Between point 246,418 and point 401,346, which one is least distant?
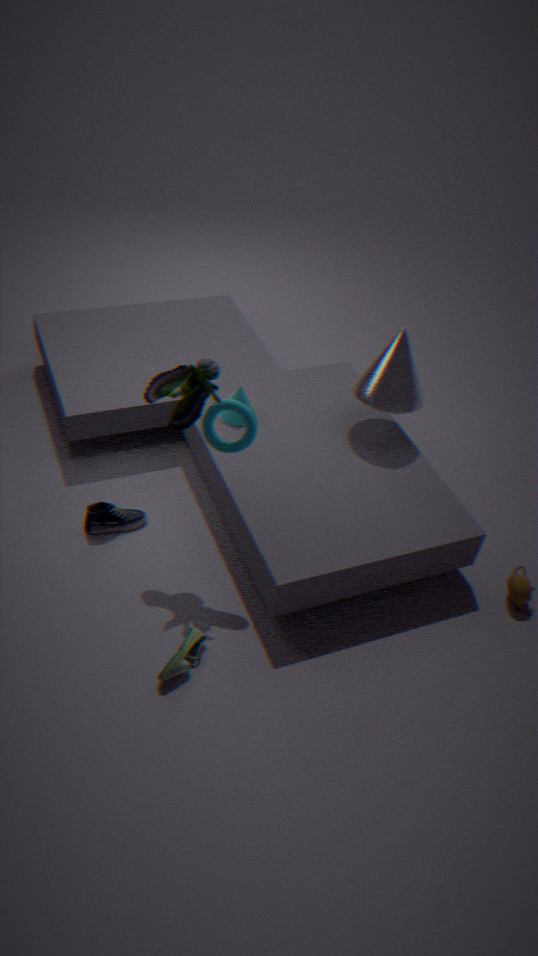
point 246,418
